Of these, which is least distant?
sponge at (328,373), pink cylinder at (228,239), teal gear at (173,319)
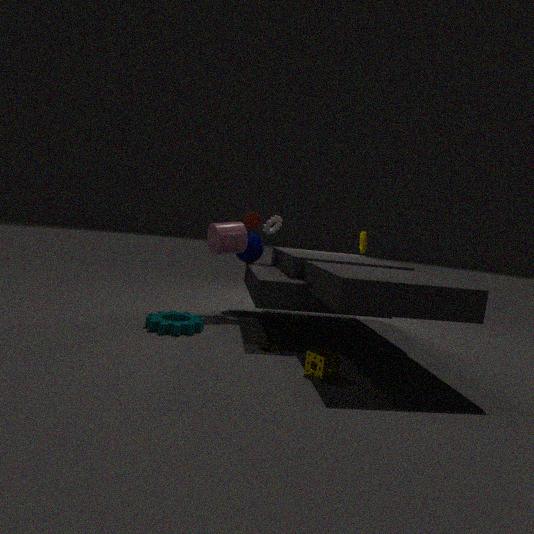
sponge at (328,373)
